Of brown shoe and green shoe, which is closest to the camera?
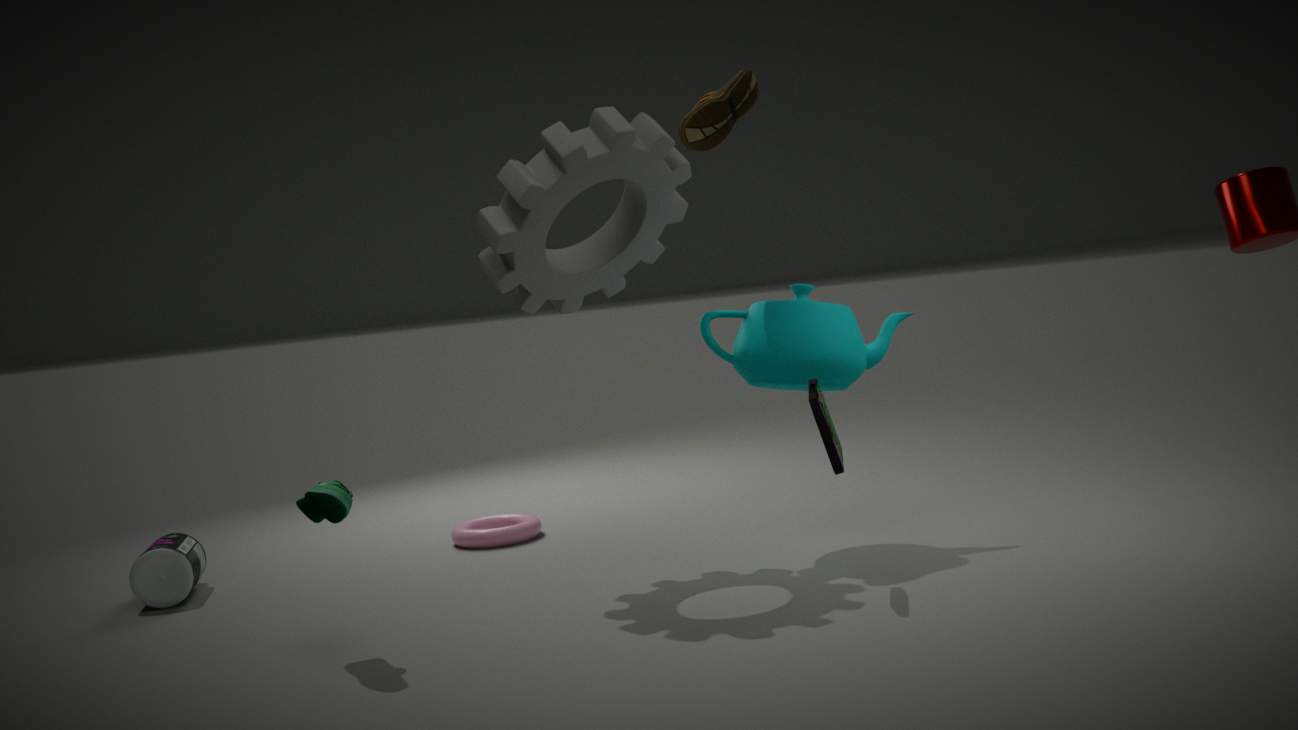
green shoe
